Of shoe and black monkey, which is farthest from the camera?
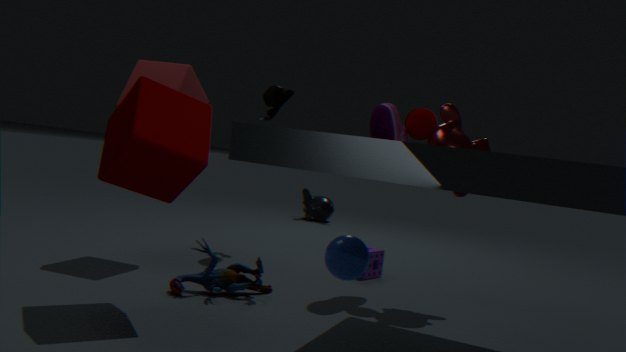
Answer: black monkey
